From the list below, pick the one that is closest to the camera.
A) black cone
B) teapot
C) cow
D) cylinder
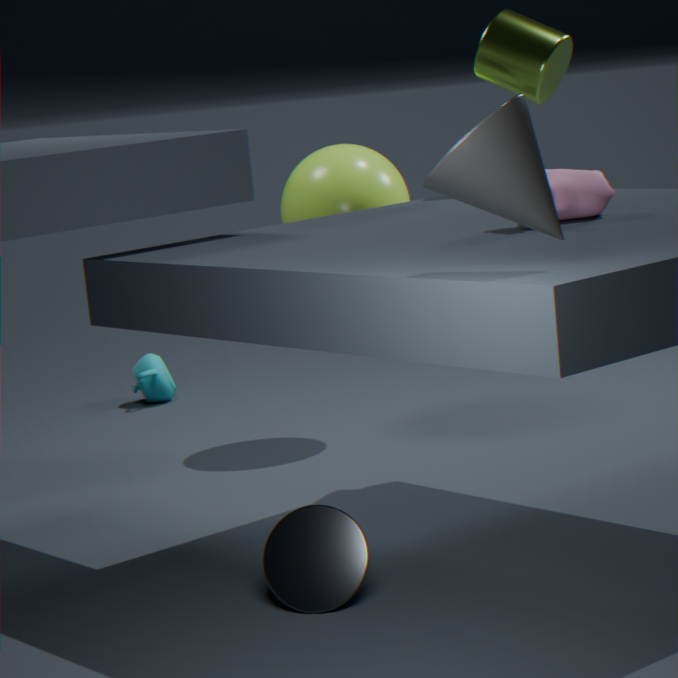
black cone
